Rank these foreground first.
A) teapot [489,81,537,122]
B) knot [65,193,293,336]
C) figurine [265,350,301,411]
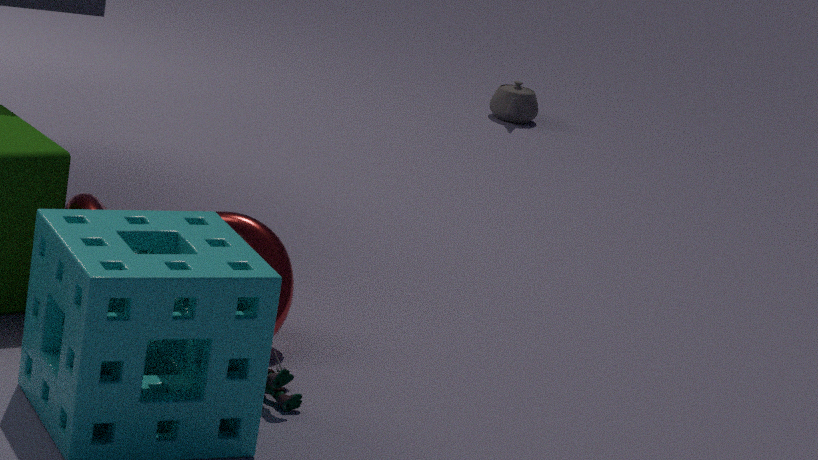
figurine [265,350,301,411]
knot [65,193,293,336]
teapot [489,81,537,122]
